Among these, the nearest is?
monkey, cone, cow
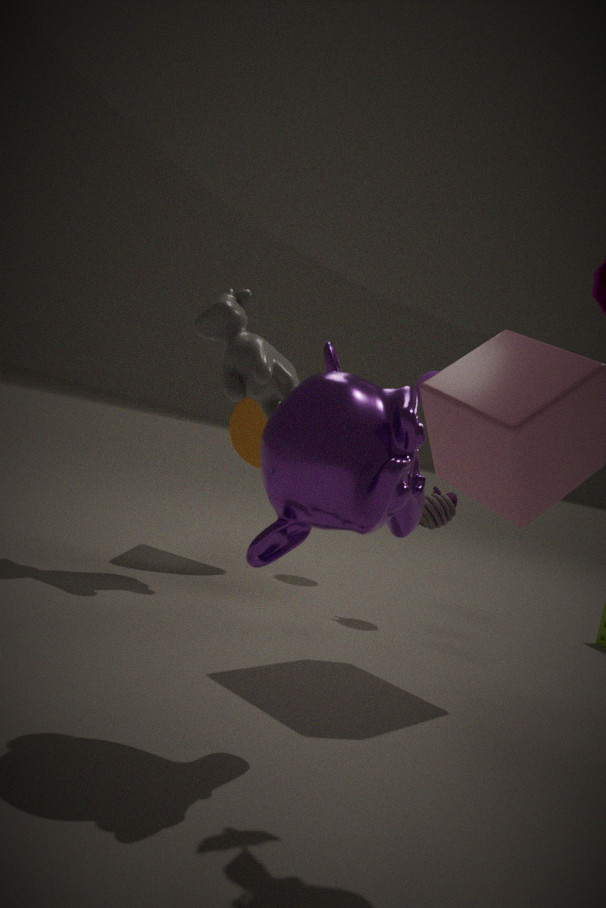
monkey
